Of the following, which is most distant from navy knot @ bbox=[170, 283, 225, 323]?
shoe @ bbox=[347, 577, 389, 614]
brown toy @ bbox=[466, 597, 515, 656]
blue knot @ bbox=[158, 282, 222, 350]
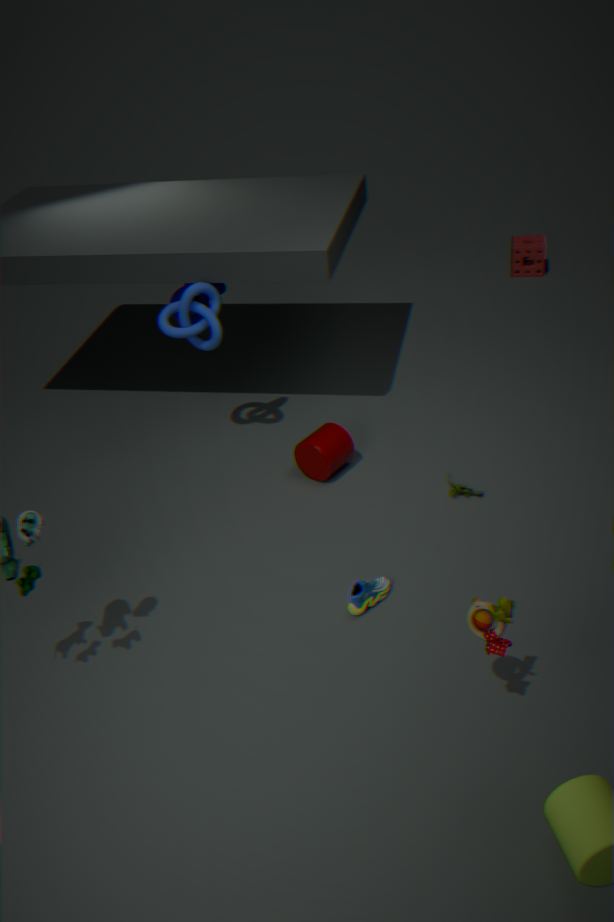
brown toy @ bbox=[466, 597, 515, 656]
